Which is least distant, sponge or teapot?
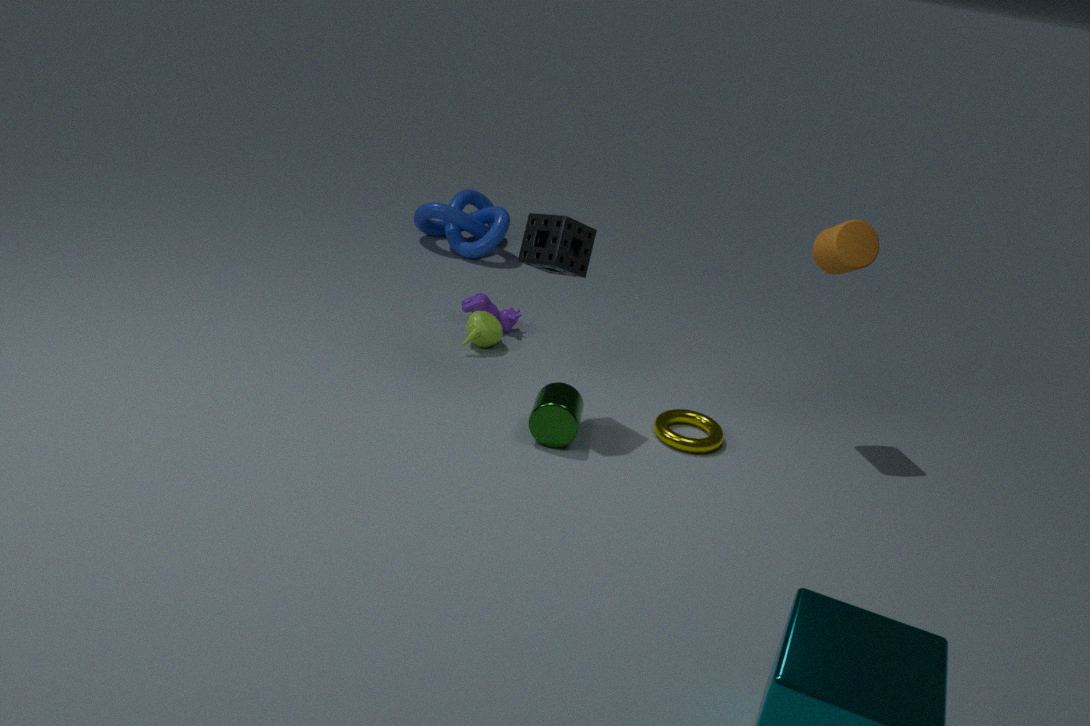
sponge
